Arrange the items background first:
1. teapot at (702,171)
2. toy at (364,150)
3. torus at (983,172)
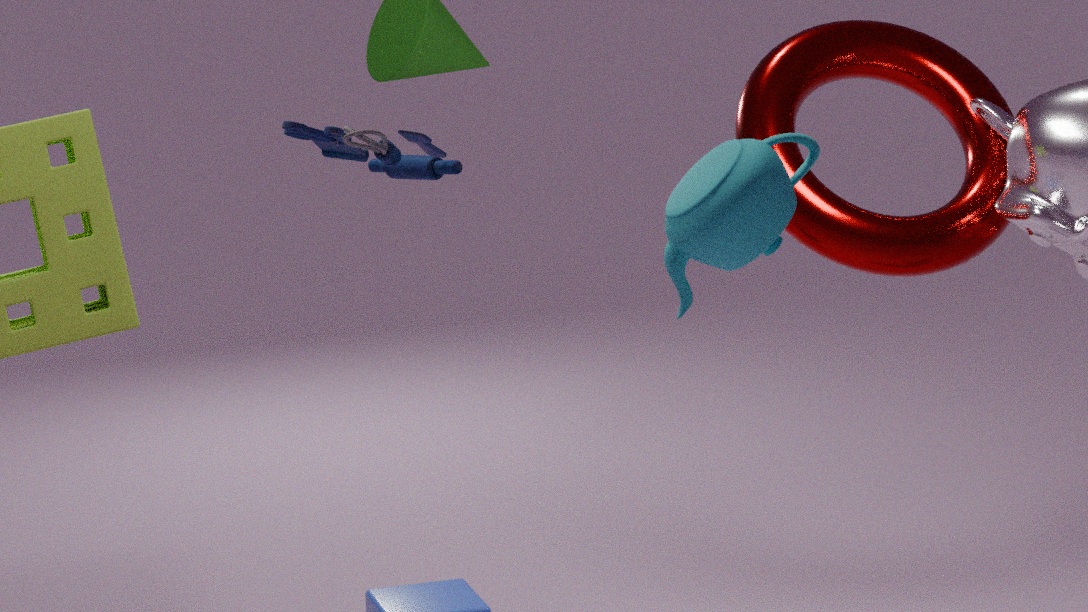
torus at (983,172) → toy at (364,150) → teapot at (702,171)
